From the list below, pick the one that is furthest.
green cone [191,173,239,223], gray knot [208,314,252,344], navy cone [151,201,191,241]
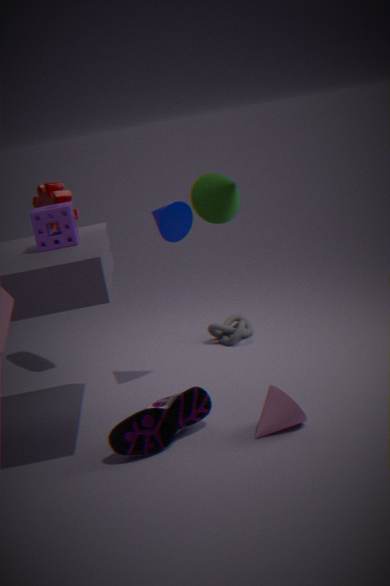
gray knot [208,314,252,344]
